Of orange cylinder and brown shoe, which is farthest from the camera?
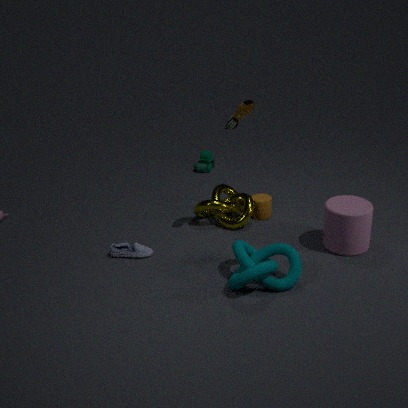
orange cylinder
